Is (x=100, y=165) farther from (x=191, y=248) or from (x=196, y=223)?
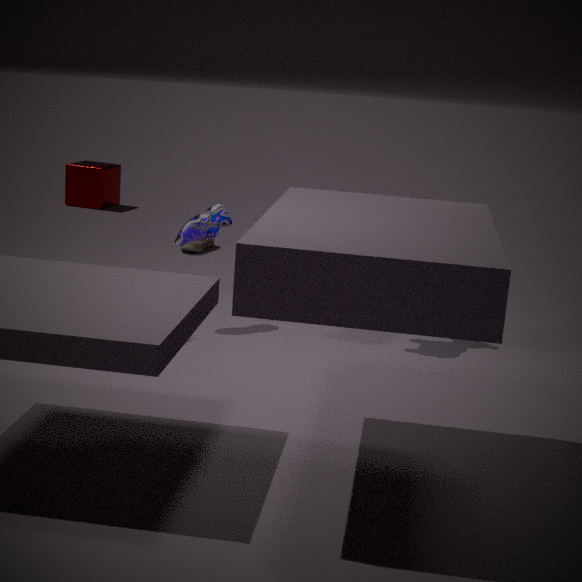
(x=196, y=223)
